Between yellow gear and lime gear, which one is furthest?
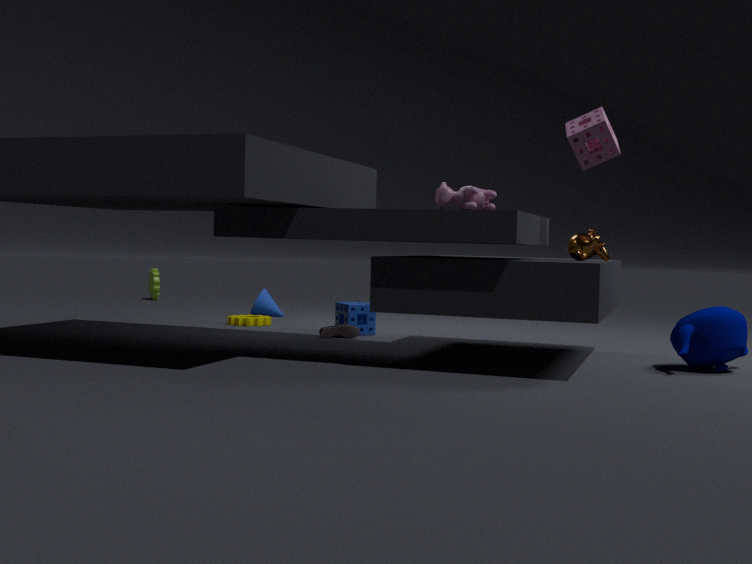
lime gear
